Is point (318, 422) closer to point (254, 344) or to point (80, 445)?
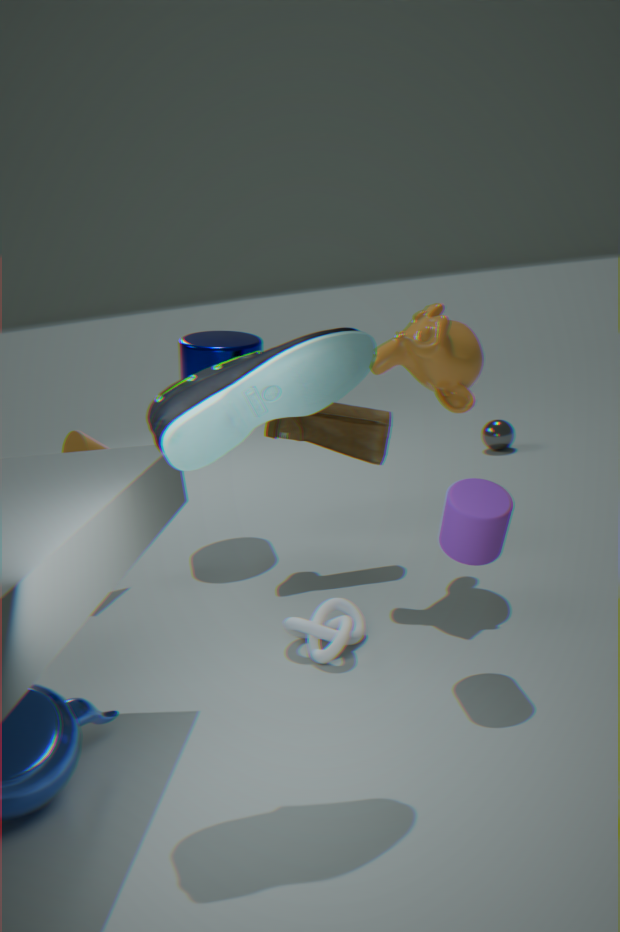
point (254, 344)
